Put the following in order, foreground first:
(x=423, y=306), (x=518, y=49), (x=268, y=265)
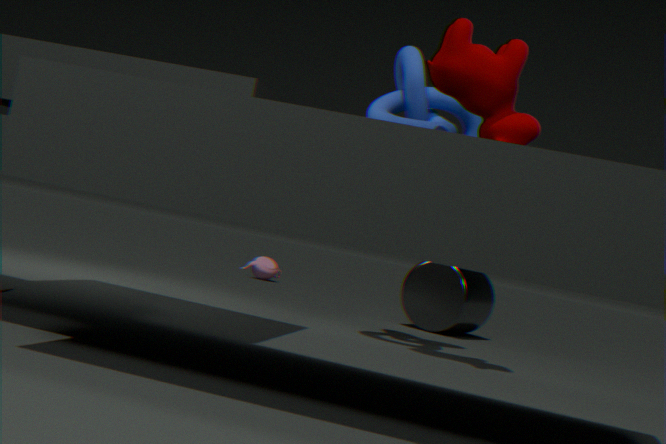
(x=518, y=49) → (x=423, y=306) → (x=268, y=265)
